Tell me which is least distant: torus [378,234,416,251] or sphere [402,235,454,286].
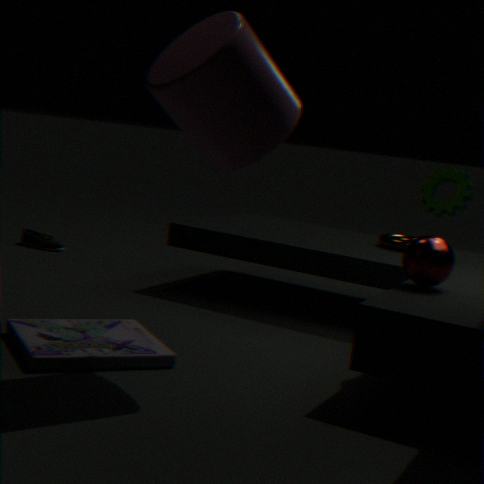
sphere [402,235,454,286]
